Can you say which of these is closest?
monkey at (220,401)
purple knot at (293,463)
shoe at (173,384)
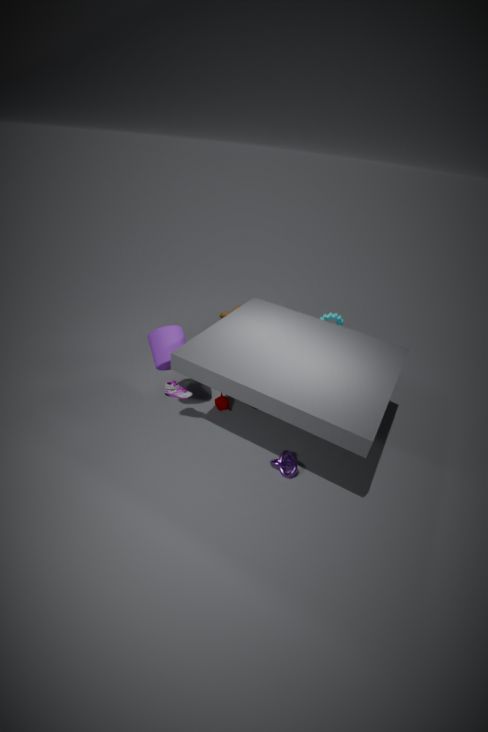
purple knot at (293,463)
